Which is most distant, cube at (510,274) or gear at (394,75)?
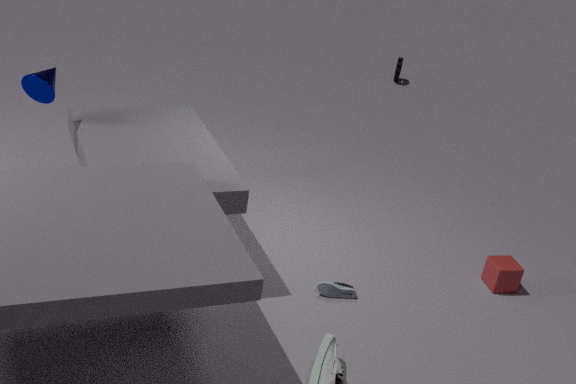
gear at (394,75)
